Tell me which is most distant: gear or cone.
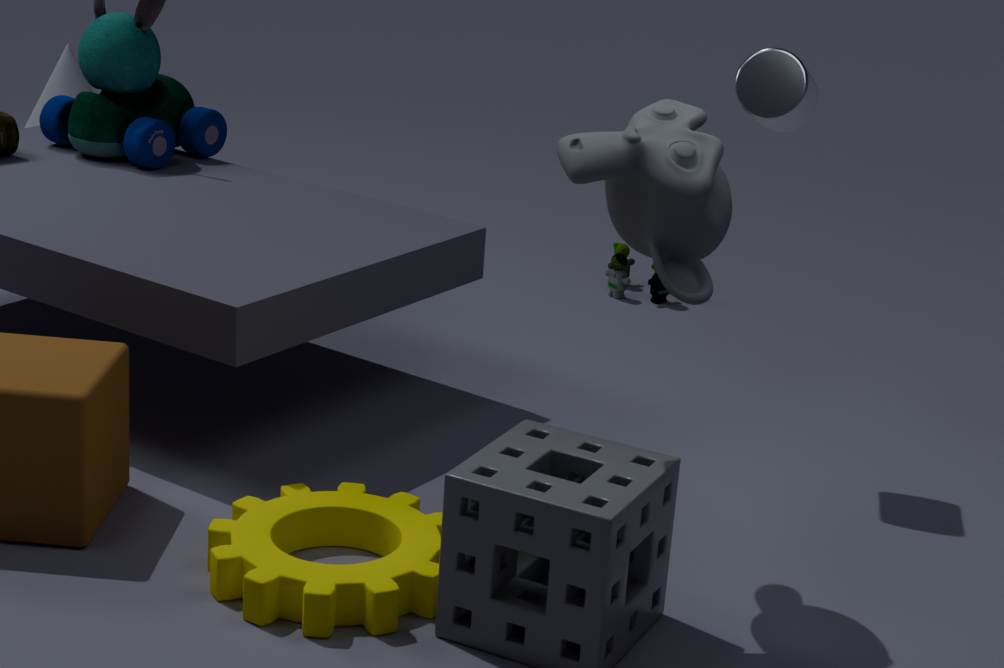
cone
